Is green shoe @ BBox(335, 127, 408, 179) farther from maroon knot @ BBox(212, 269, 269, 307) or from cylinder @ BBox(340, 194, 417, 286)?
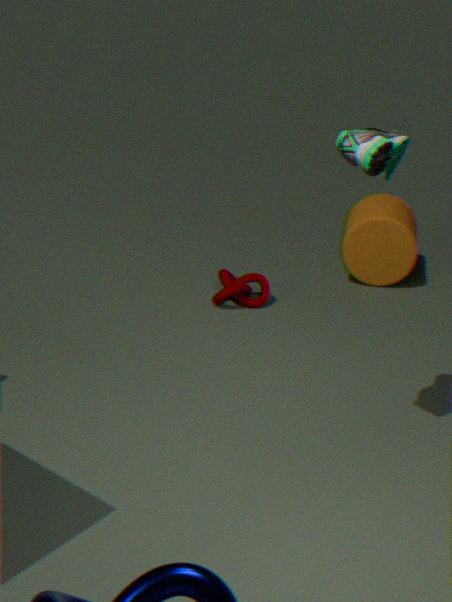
cylinder @ BBox(340, 194, 417, 286)
